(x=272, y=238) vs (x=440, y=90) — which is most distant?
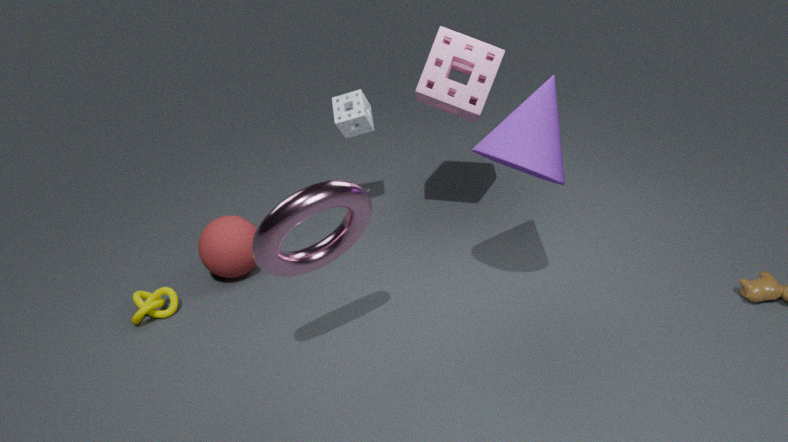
(x=440, y=90)
